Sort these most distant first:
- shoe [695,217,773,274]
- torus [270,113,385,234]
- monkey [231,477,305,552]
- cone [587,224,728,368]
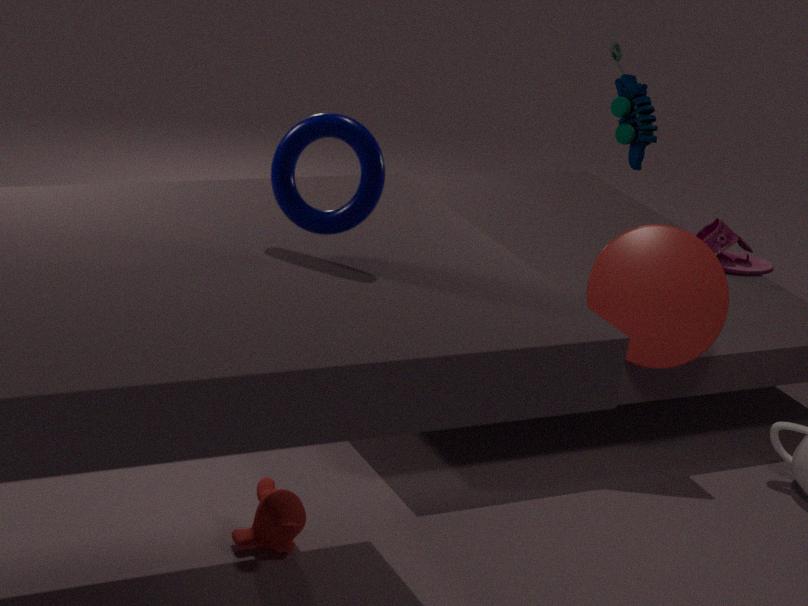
shoe [695,217,773,274] < cone [587,224,728,368] < monkey [231,477,305,552] < torus [270,113,385,234]
